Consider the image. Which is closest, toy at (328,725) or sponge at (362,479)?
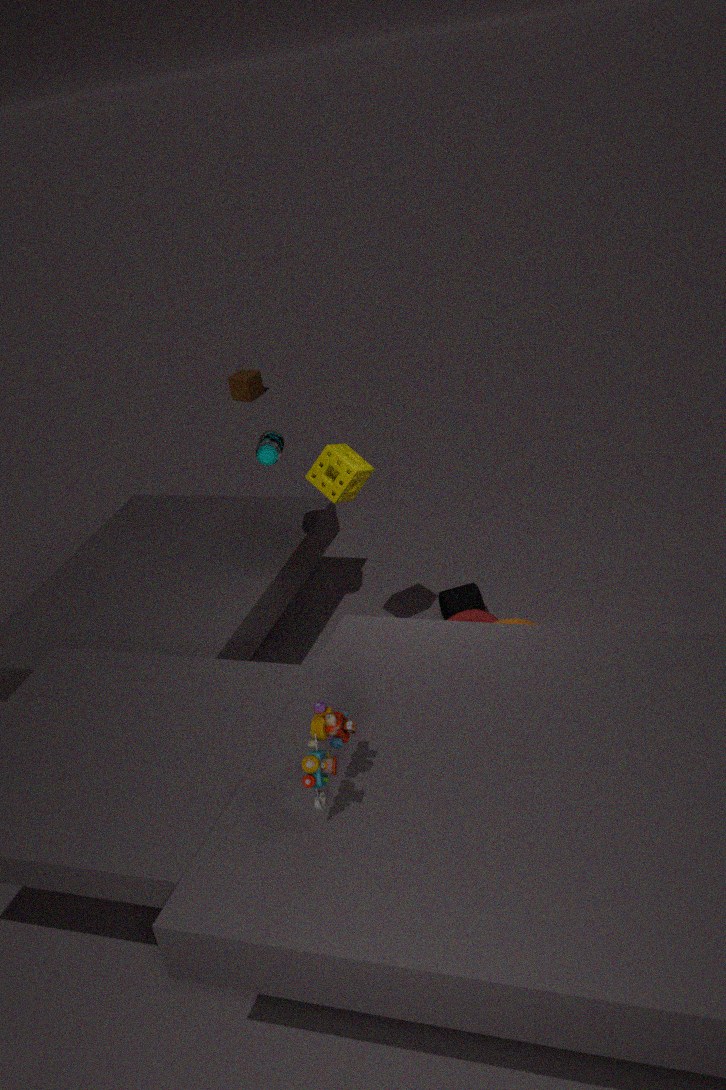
toy at (328,725)
